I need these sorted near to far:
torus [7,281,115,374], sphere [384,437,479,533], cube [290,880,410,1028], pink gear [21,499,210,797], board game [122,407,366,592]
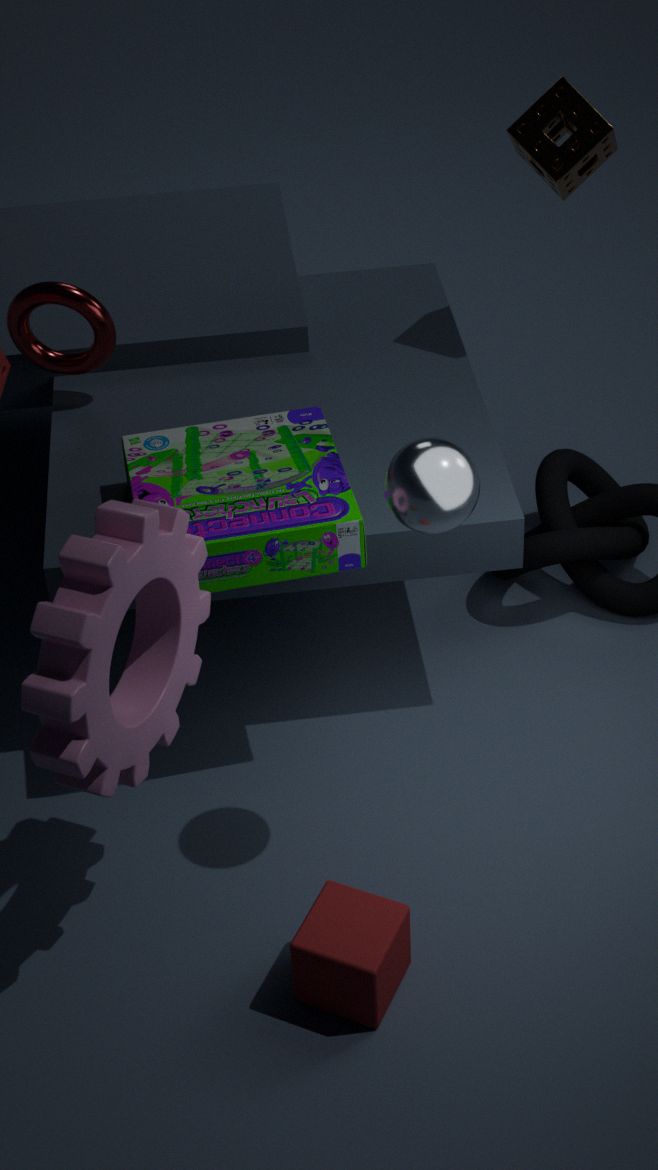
pink gear [21,499,210,797], sphere [384,437,479,533], cube [290,880,410,1028], board game [122,407,366,592], torus [7,281,115,374]
